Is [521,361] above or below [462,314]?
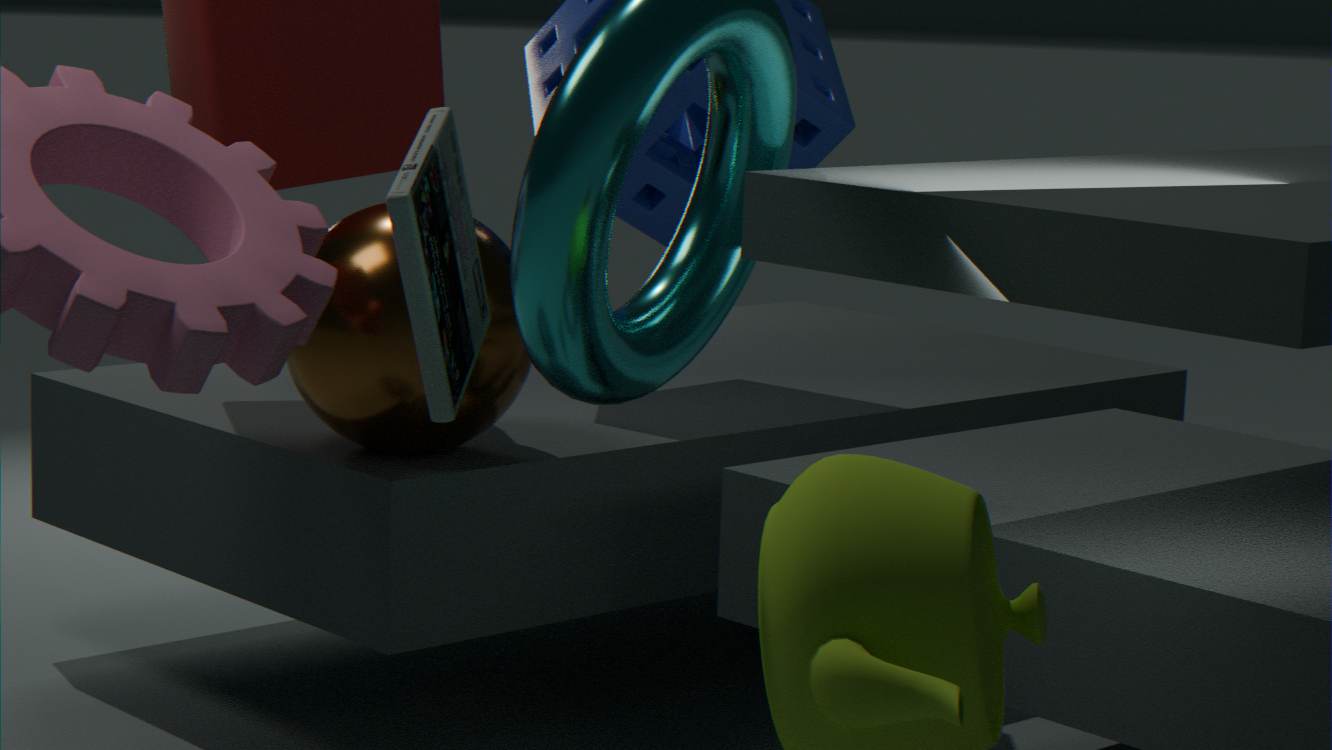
below
